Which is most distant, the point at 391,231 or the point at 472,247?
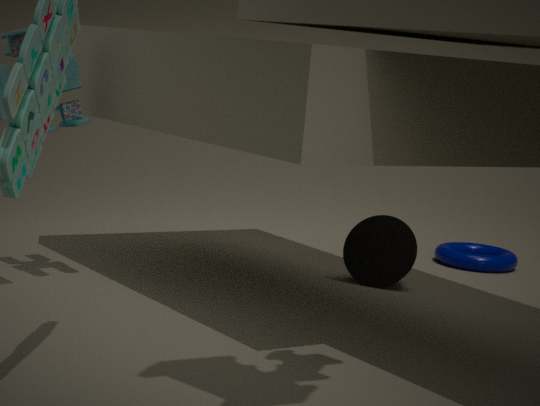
the point at 472,247
